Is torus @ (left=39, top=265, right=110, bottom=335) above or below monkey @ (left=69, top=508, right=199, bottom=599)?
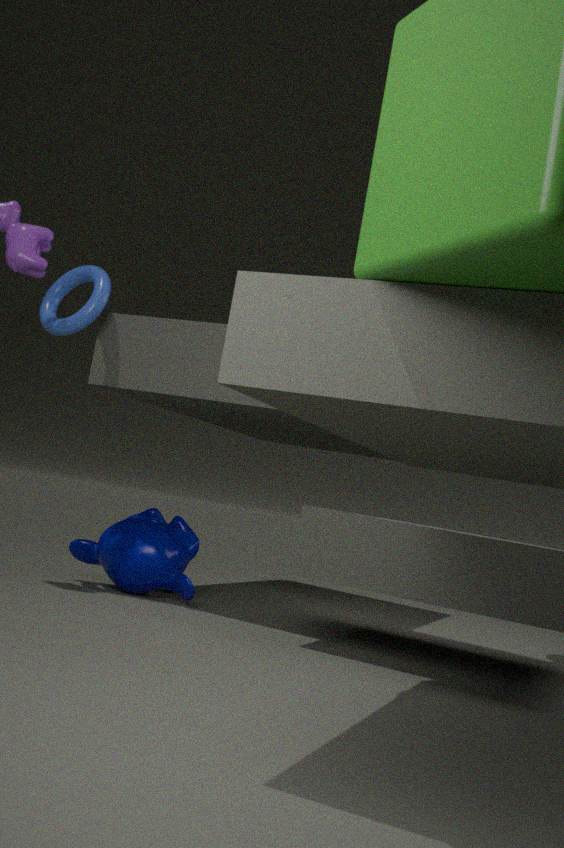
above
